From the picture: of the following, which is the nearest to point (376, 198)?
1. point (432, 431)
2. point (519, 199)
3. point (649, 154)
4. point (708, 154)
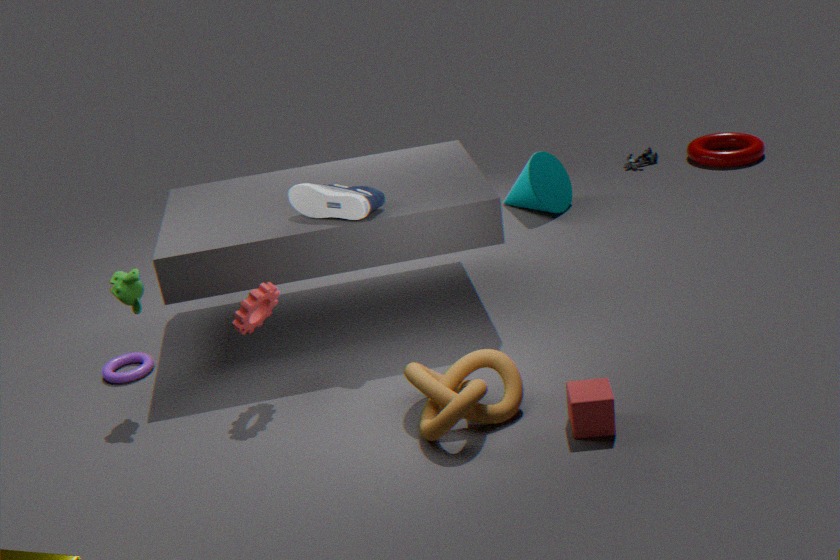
point (432, 431)
